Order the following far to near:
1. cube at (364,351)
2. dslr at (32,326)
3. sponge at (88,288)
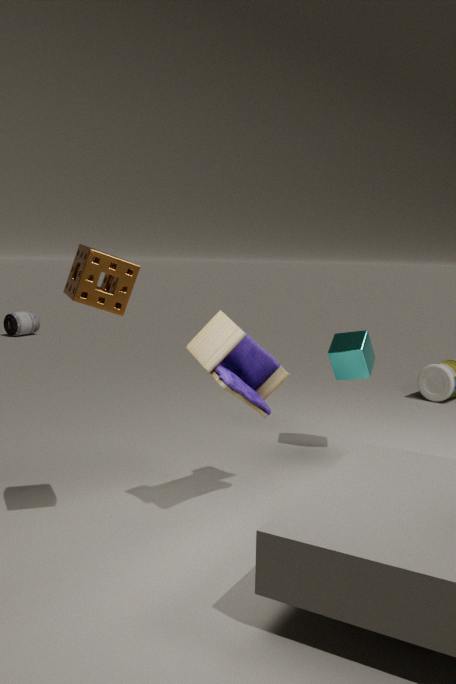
dslr at (32,326) < cube at (364,351) < sponge at (88,288)
